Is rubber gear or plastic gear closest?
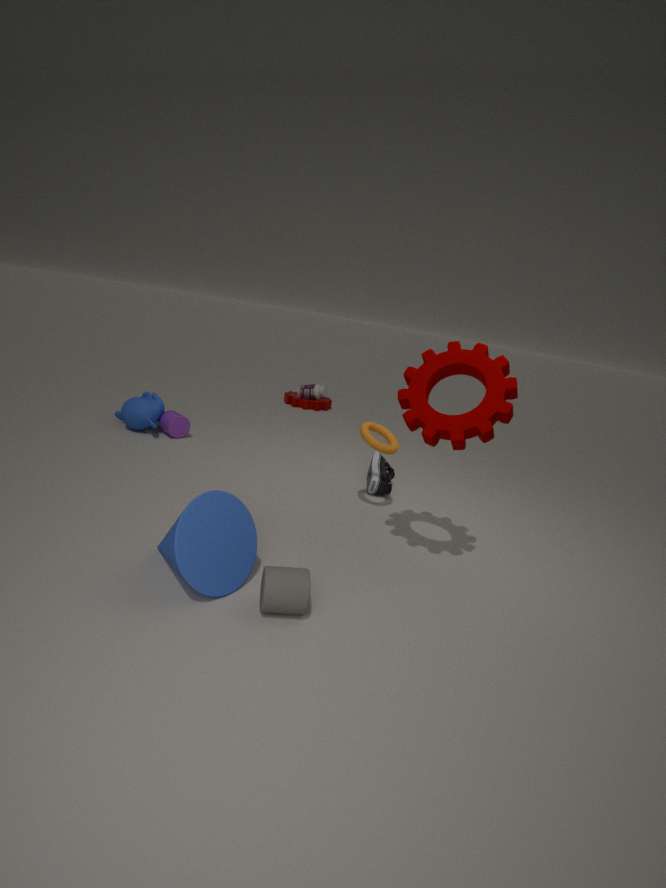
rubber gear
